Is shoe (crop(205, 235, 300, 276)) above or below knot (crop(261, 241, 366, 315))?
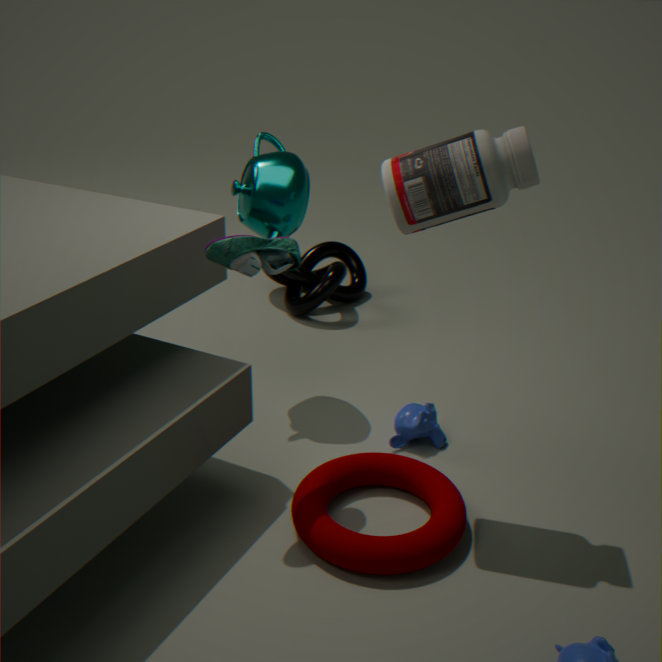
above
